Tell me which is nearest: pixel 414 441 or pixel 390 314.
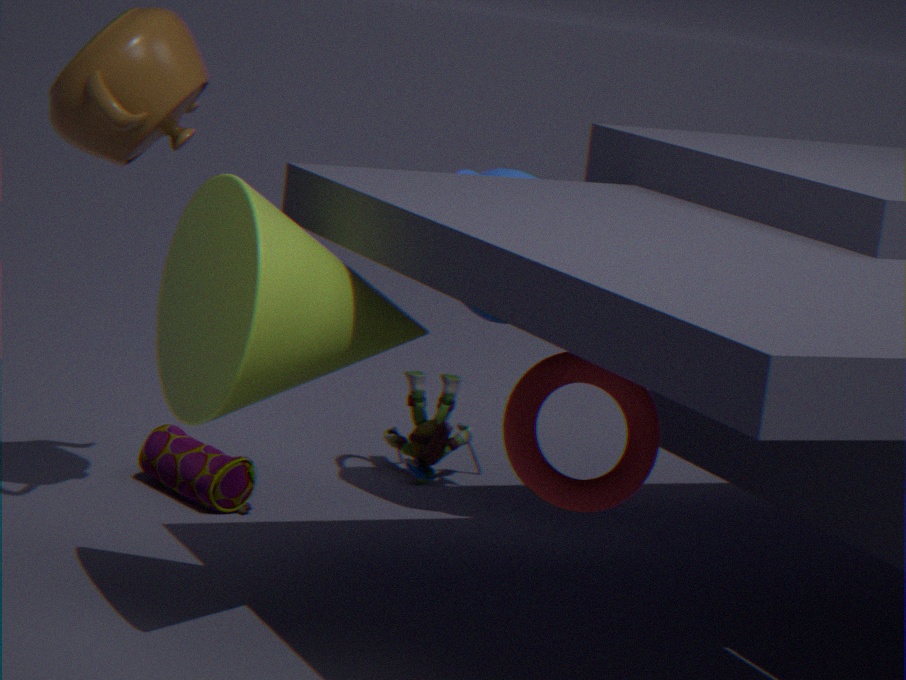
pixel 390 314
